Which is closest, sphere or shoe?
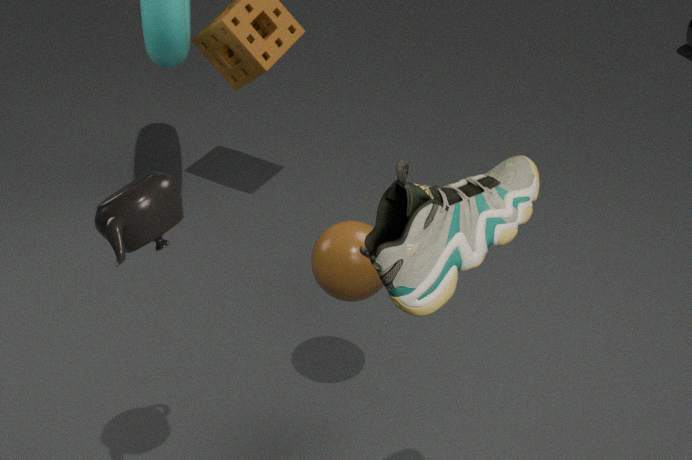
shoe
